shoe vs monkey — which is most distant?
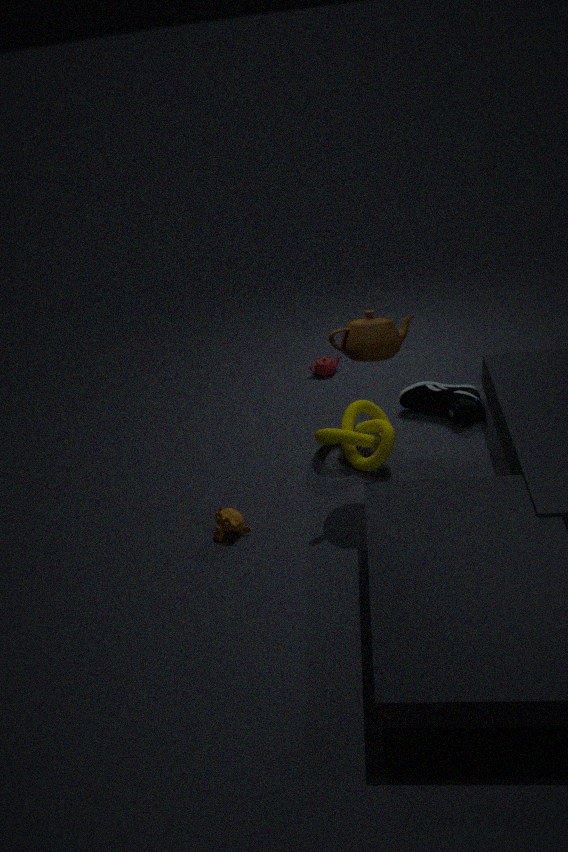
shoe
